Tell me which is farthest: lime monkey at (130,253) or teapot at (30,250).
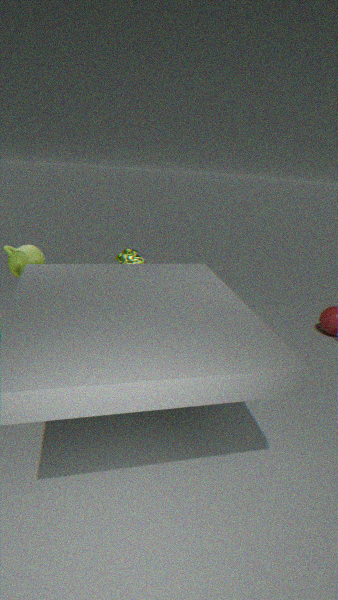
lime monkey at (130,253)
